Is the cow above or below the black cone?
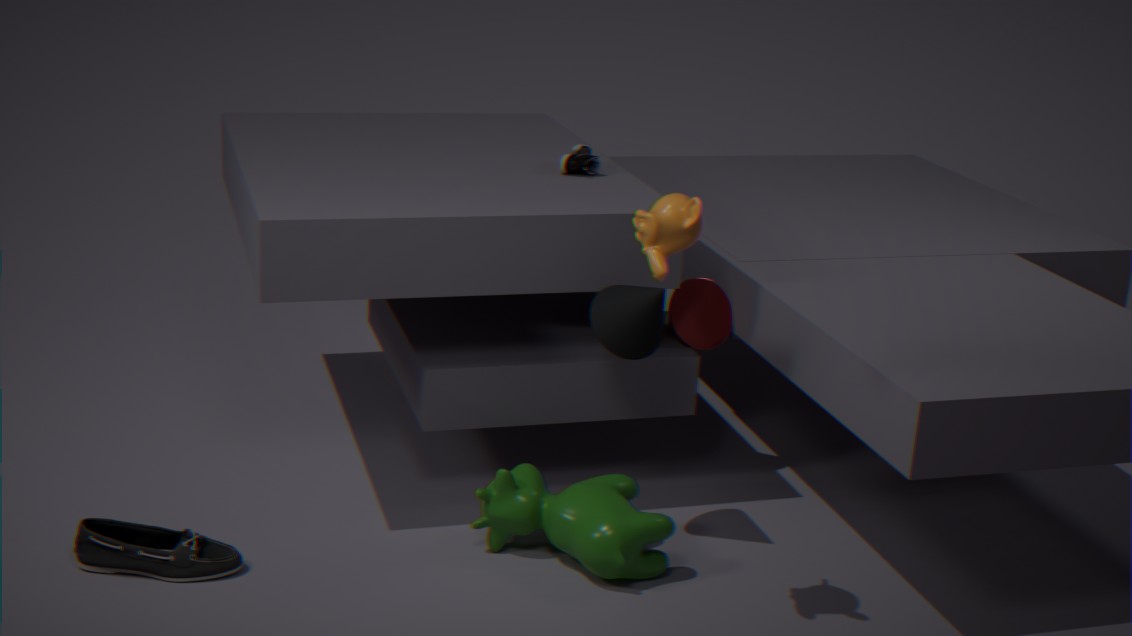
below
